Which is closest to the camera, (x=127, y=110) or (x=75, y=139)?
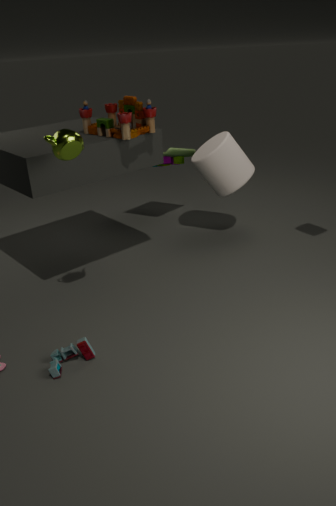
(x=75, y=139)
